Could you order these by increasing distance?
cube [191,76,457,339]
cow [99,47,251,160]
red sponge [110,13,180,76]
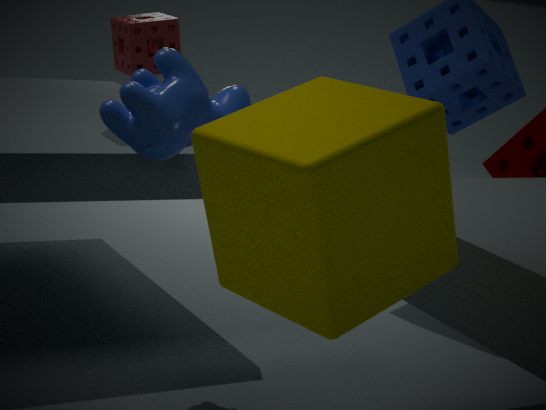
cube [191,76,457,339] → cow [99,47,251,160] → red sponge [110,13,180,76]
